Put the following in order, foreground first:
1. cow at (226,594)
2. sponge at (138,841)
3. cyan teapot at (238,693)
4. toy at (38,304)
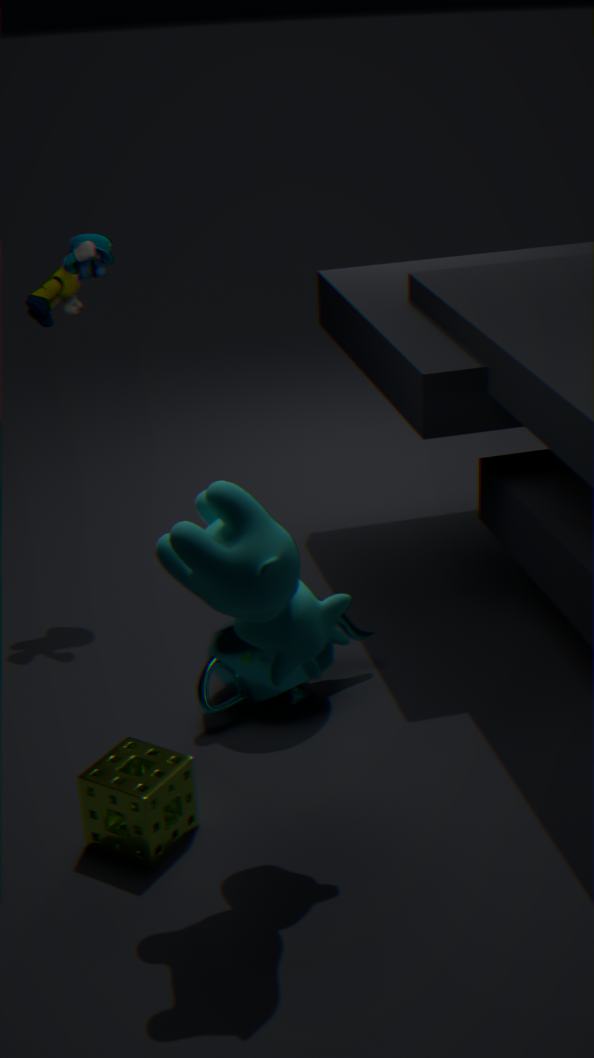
cow at (226,594) → sponge at (138,841) → cyan teapot at (238,693) → toy at (38,304)
